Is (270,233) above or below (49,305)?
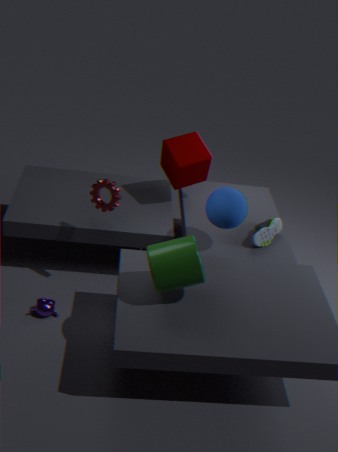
Answer: above
